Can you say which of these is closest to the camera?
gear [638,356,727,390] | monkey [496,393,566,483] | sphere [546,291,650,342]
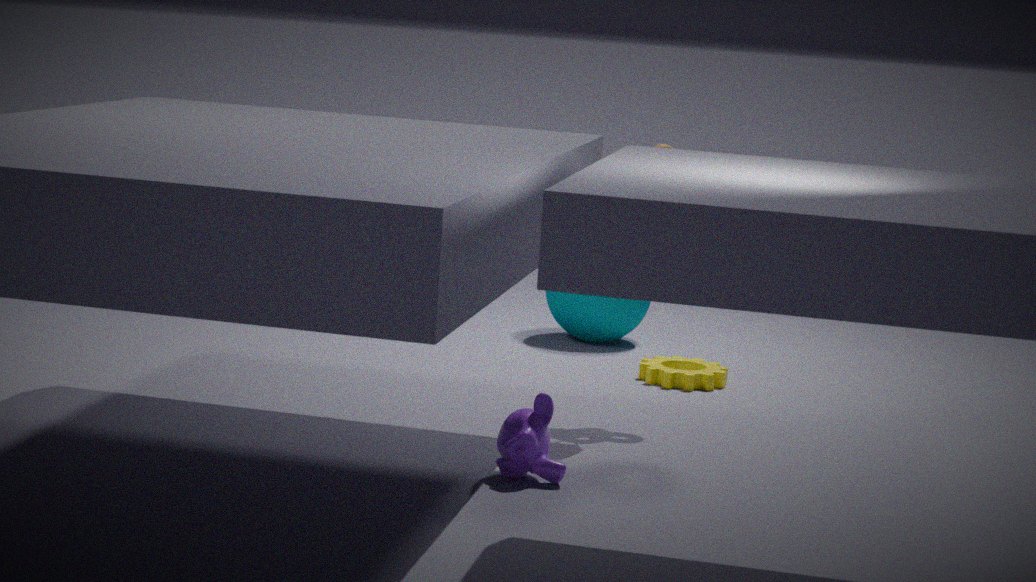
monkey [496,393,566,483]
